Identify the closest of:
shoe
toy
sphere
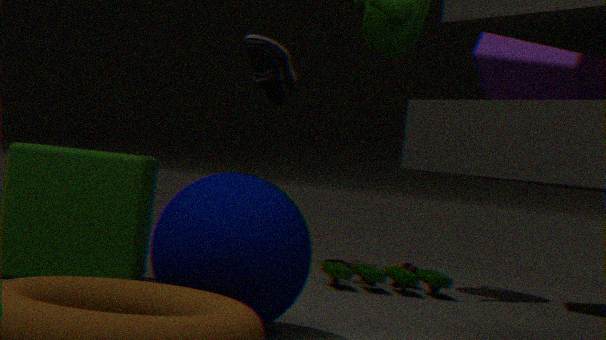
sphere
